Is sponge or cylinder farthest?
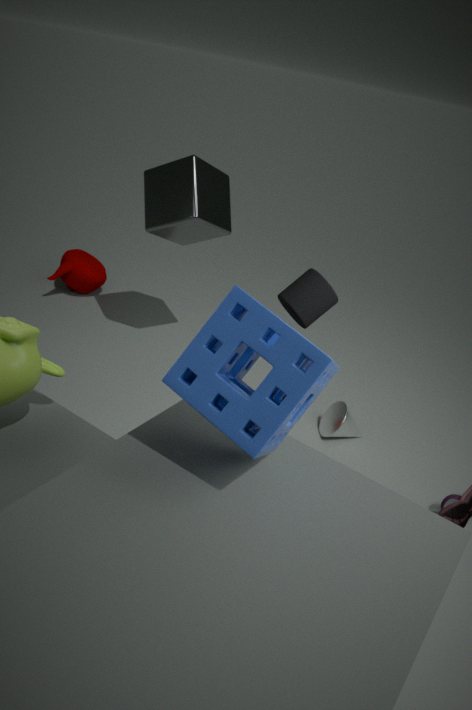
cylinder
